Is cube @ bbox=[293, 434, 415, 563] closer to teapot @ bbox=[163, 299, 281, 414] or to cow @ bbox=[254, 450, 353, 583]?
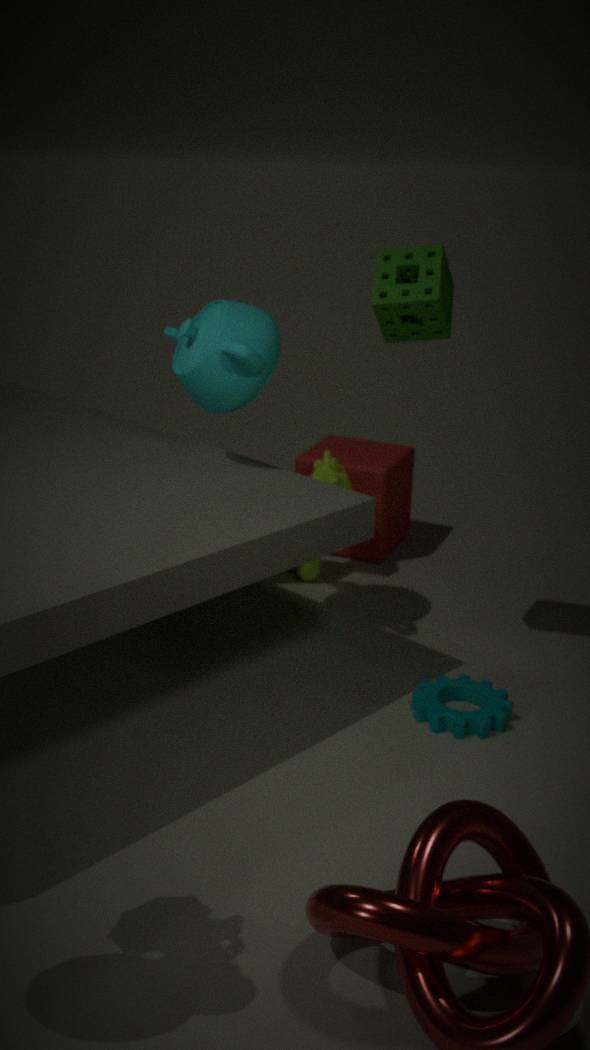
cow @ bbox=[254, 450, 353, 583]
